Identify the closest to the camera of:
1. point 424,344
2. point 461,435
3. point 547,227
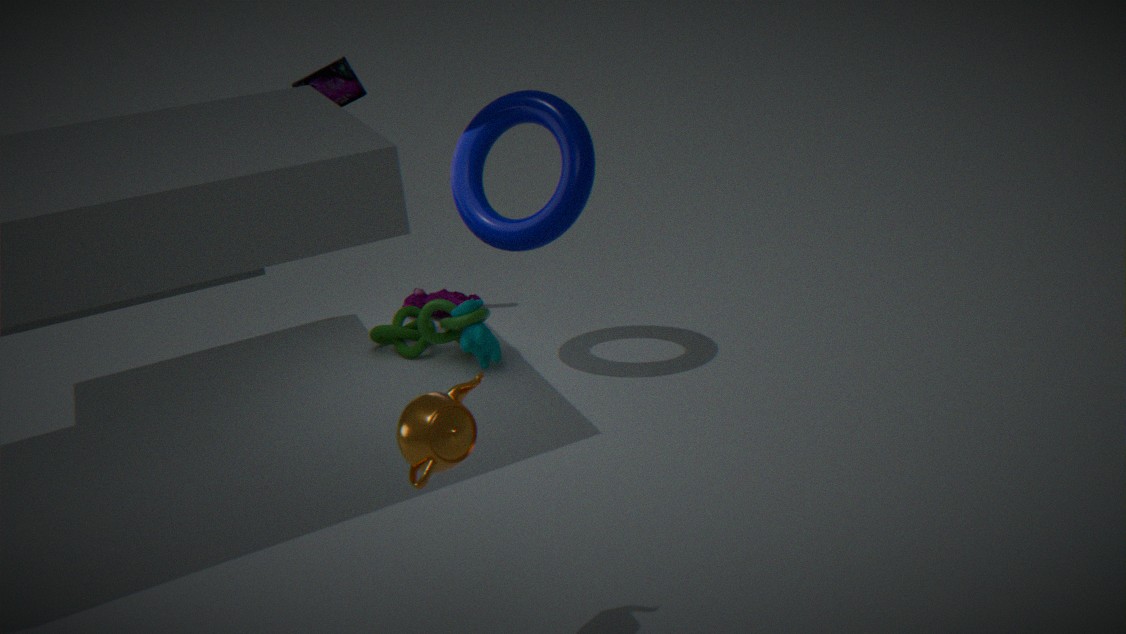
point 461,435
